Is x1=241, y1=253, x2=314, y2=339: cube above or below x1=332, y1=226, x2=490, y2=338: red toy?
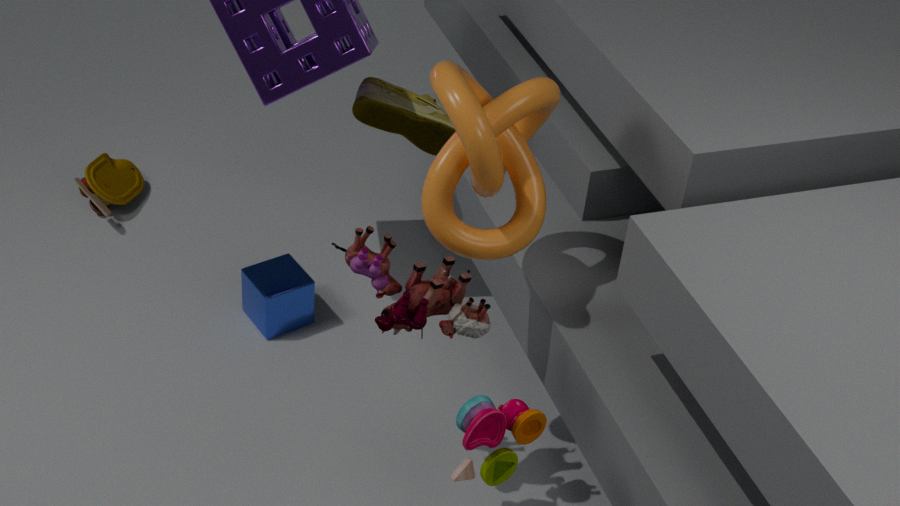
below
